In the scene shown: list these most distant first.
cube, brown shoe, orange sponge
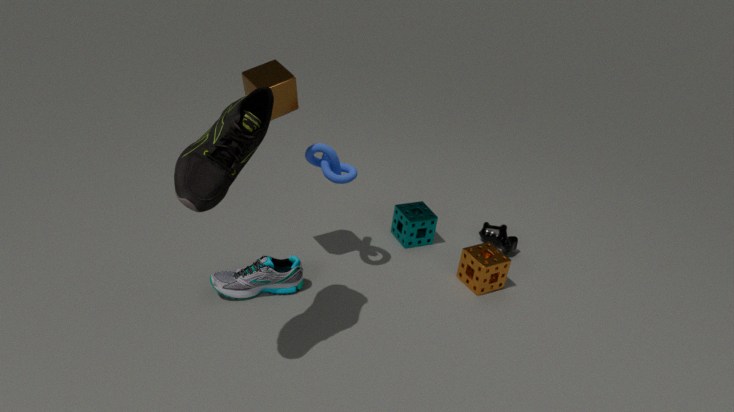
1. orange sponge
2. cube
3. brown shoe
